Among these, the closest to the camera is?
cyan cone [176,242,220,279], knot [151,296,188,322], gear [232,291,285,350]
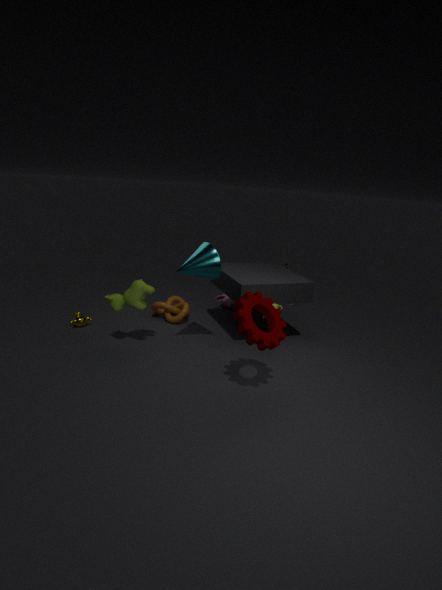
gear [232,291,285,350]
